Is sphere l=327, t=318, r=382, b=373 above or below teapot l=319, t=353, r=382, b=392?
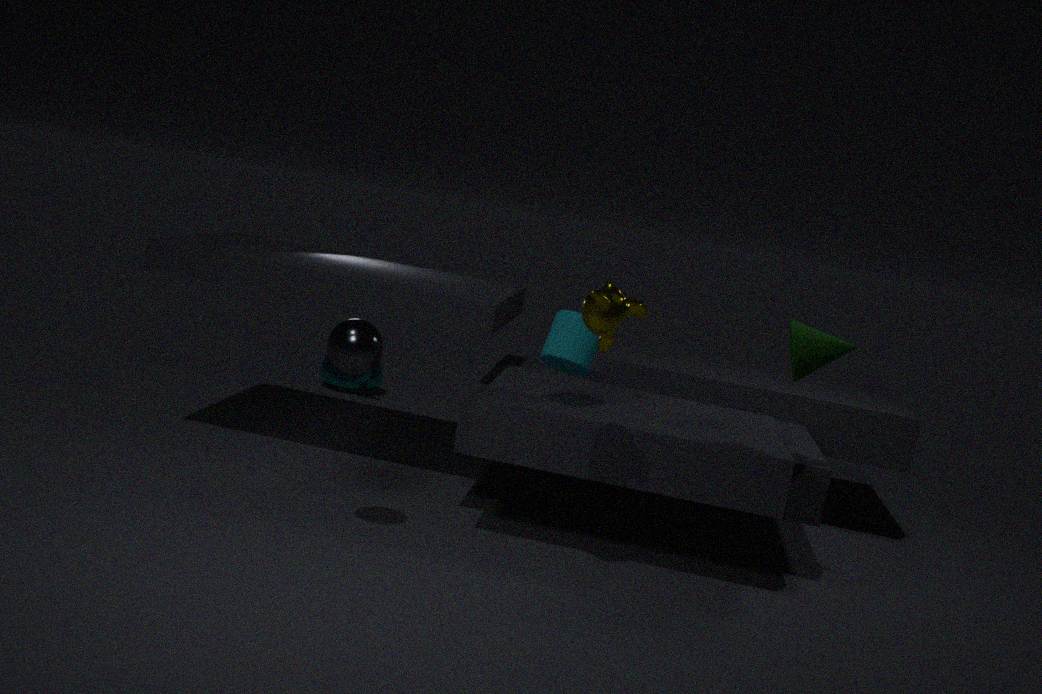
above
